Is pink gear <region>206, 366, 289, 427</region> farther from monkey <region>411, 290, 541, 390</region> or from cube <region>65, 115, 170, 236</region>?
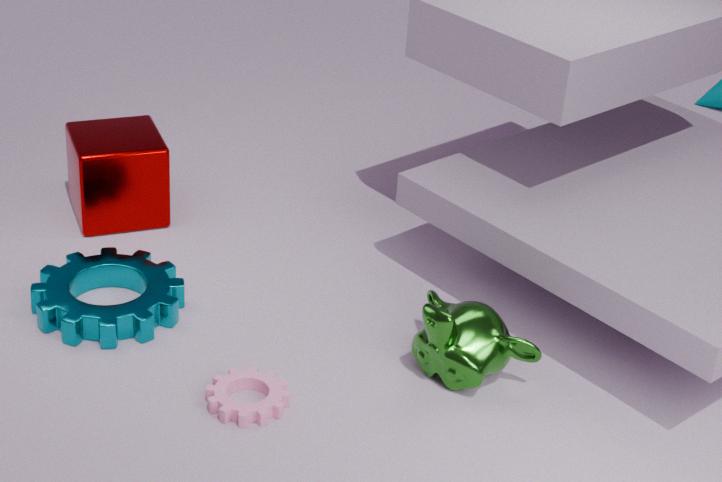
cube <region>65, 115, 170, 236</region>
